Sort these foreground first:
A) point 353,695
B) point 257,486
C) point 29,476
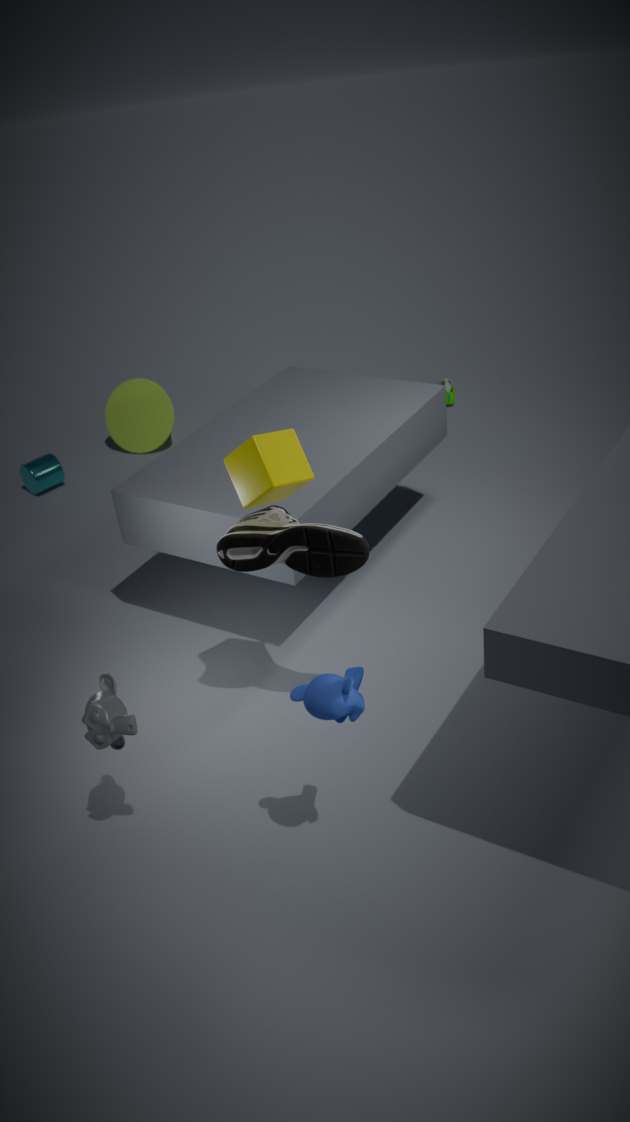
point 353,695
point 257,486
point 29,476
